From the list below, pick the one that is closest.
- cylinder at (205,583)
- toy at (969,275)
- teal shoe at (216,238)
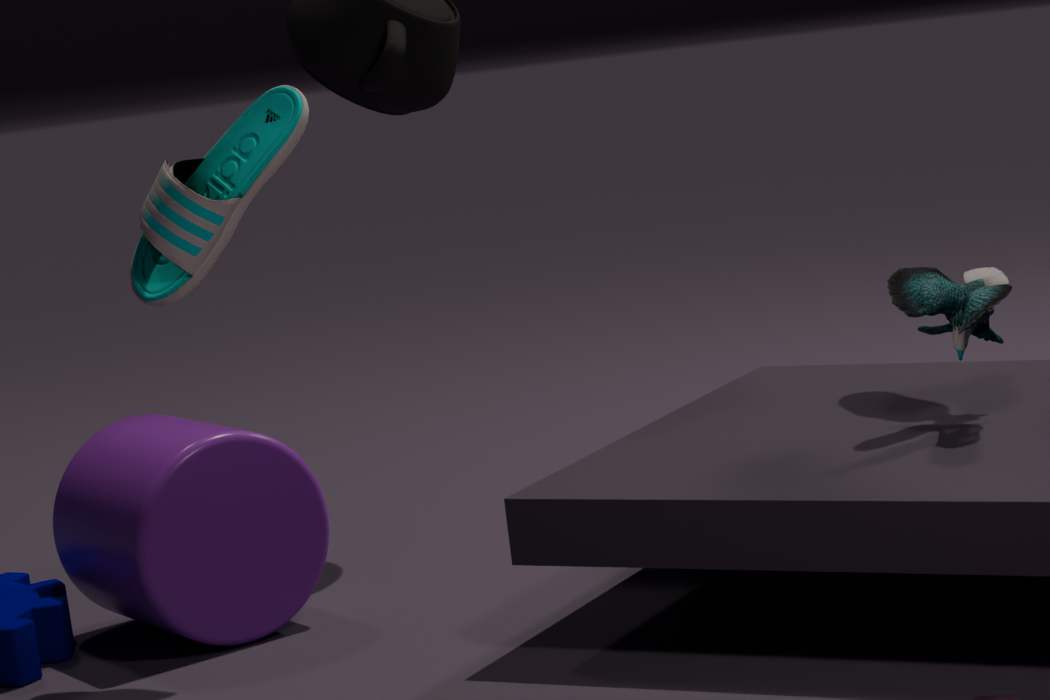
toy at (969,275)
